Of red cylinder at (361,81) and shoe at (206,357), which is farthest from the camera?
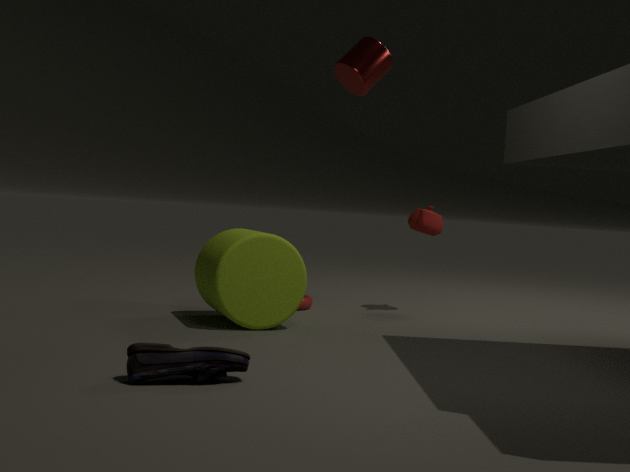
red cylinder at (361,81)
